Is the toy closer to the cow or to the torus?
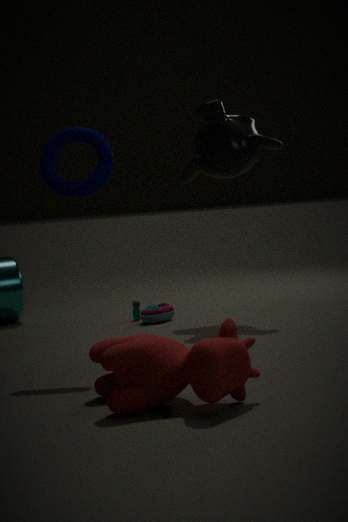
the torus
